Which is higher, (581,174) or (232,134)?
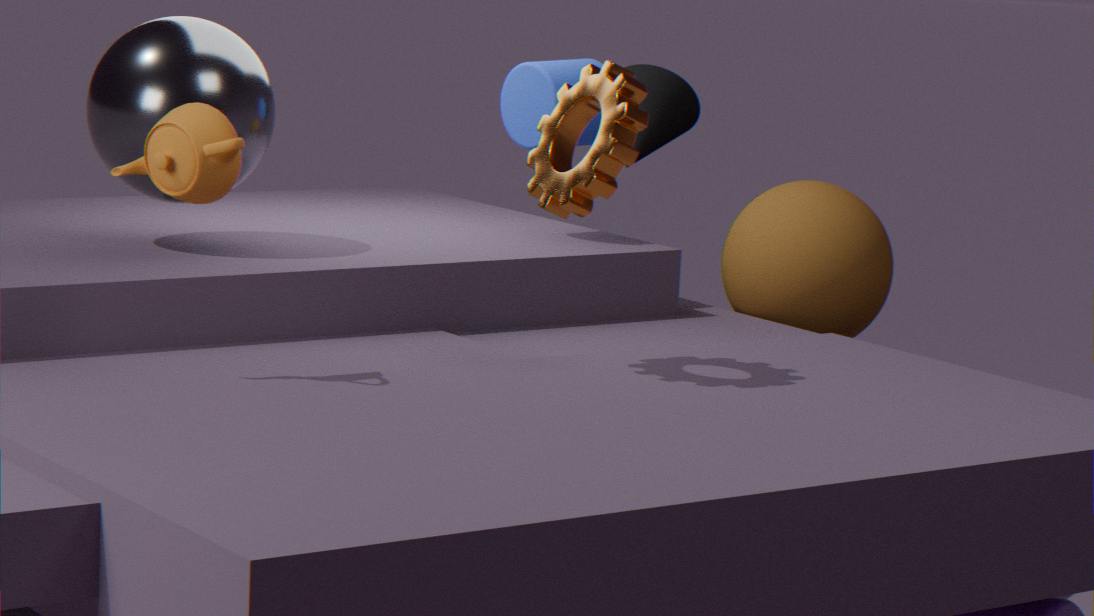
(581,174)
